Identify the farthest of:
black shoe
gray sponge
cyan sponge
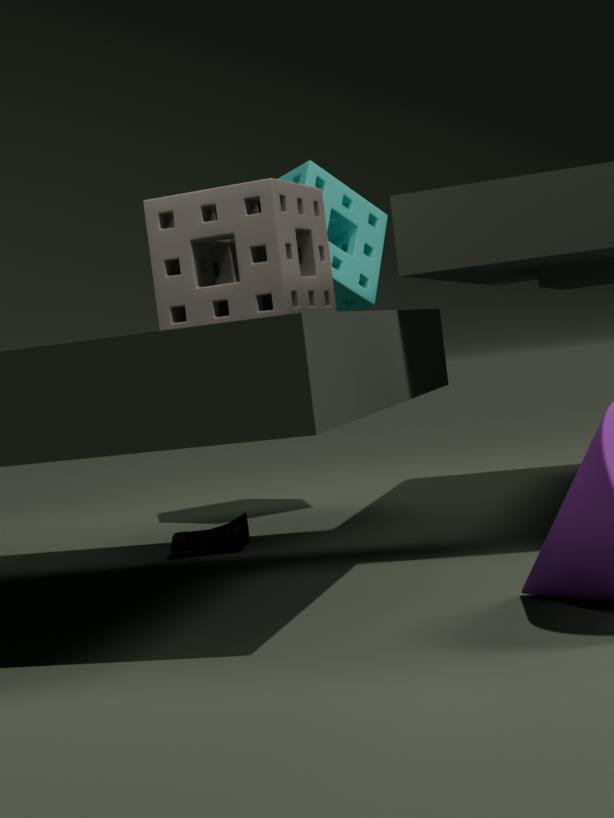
cyan sponge
